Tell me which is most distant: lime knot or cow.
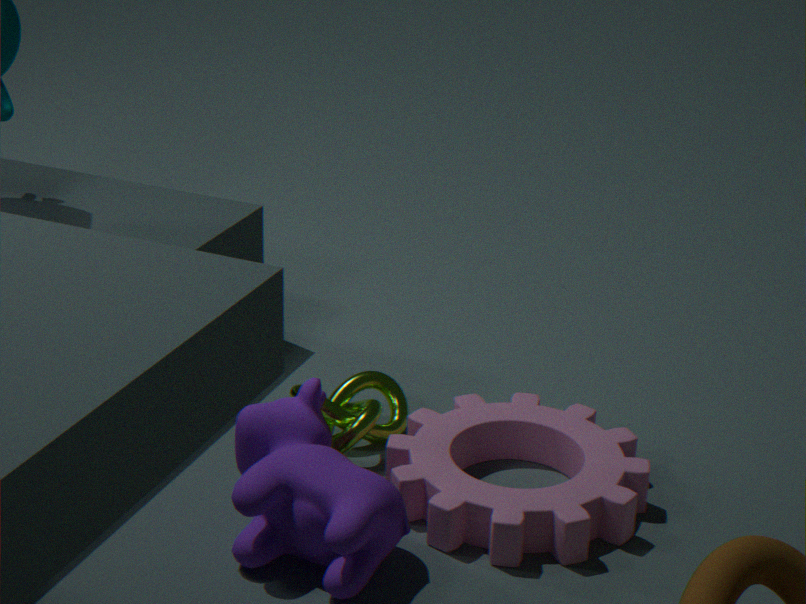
lime knot
